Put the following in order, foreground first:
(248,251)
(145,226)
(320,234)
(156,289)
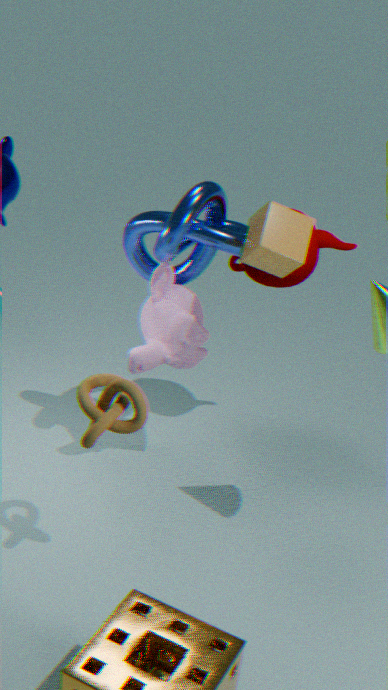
(248,251) < (145,226) < (156,289) < (320,234)
